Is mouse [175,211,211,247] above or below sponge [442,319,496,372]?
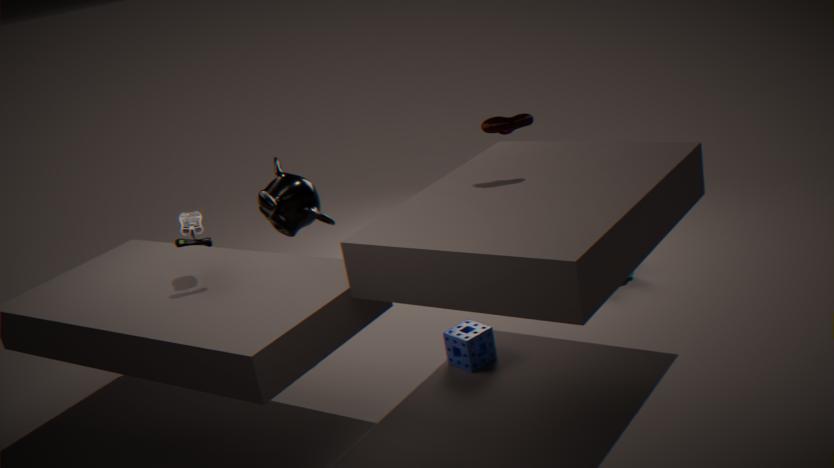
above
